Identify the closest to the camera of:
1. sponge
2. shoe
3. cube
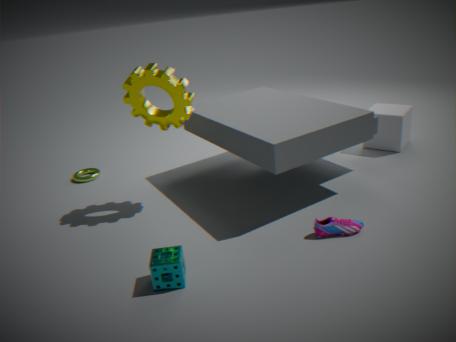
sponge
